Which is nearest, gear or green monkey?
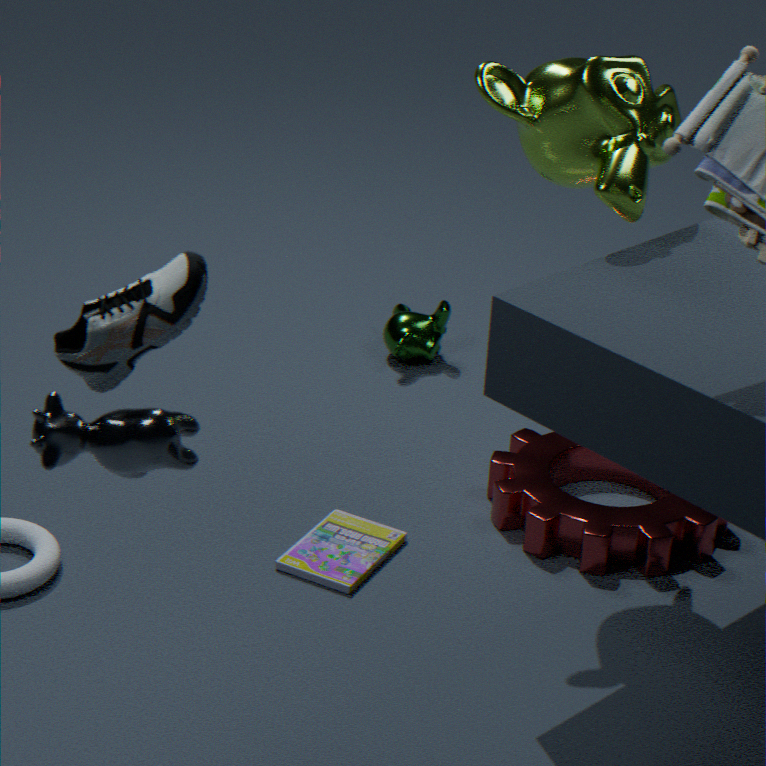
gear
